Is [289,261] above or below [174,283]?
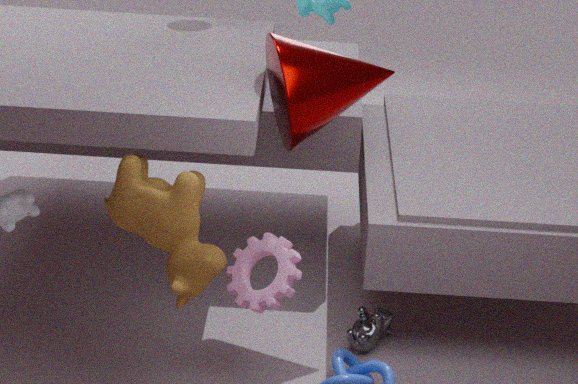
below
